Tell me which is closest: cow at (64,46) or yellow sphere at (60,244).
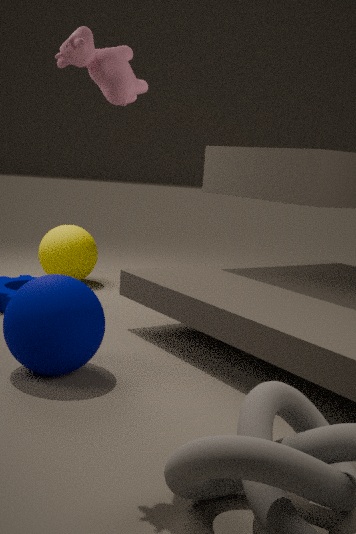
cow at (64,46)
